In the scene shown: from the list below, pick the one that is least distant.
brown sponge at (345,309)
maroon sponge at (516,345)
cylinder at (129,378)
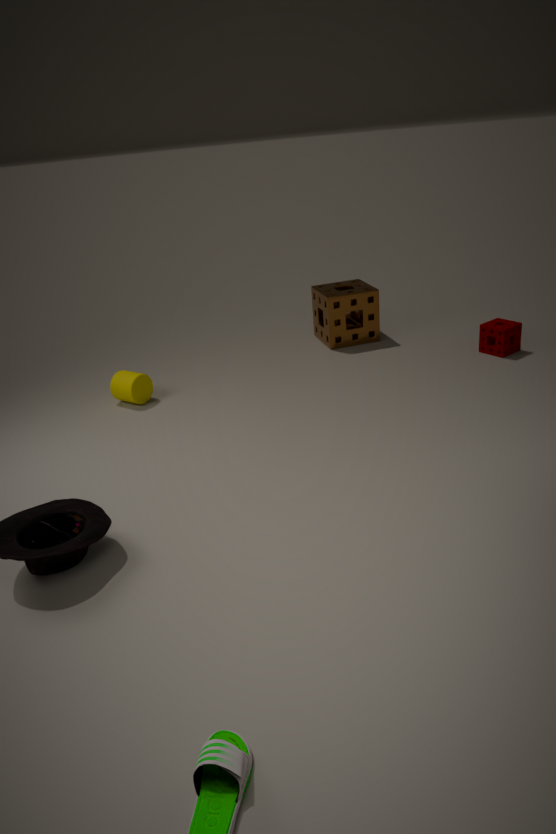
cylinder at (129,378)
